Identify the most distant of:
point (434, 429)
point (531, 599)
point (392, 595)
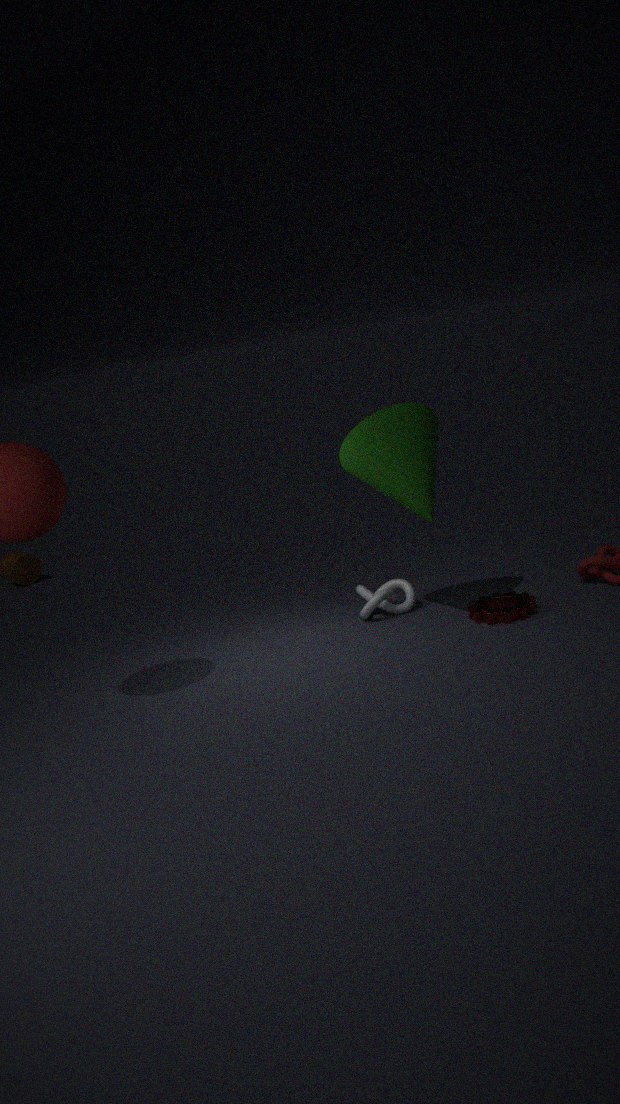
point (392, 595)
